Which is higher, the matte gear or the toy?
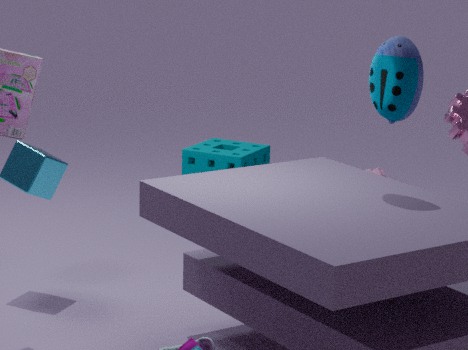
the toy
